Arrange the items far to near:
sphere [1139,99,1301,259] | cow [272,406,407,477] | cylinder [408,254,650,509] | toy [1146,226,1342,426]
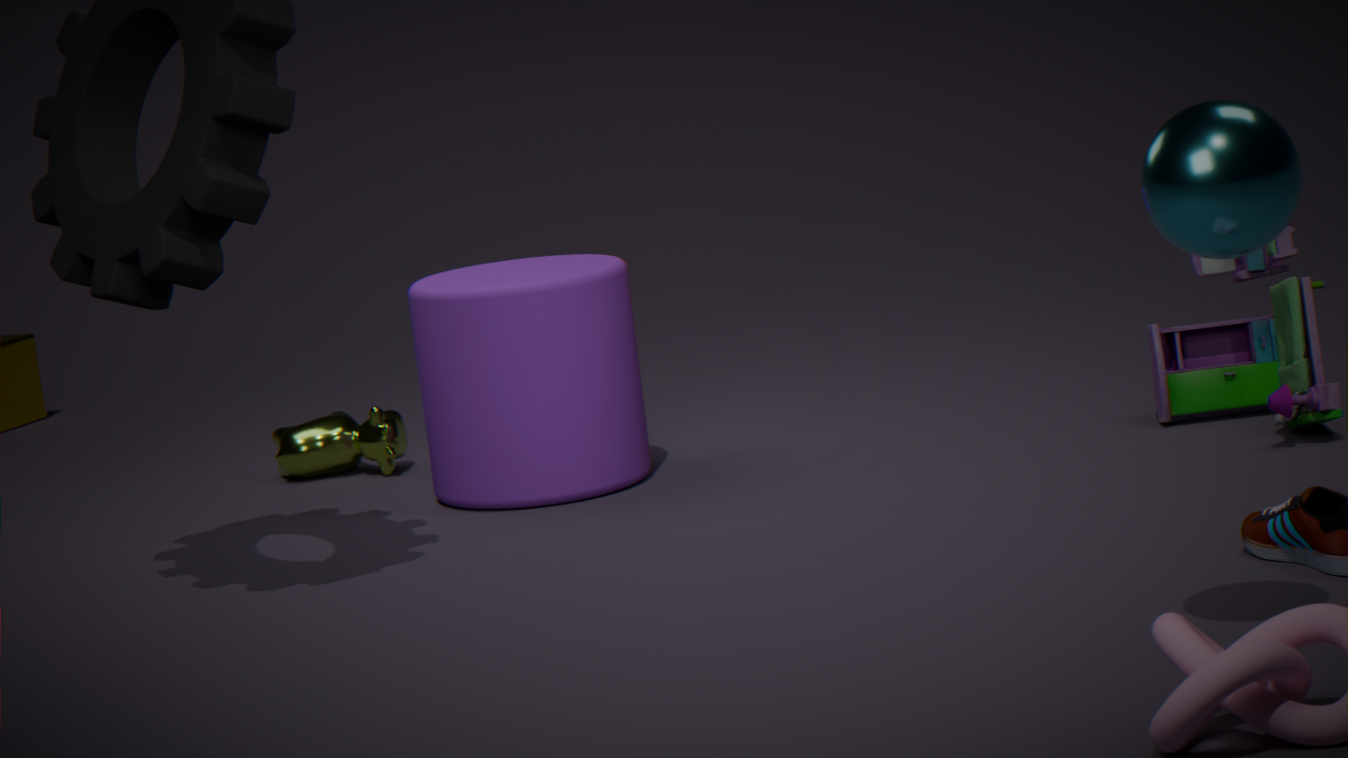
cow [272,406,407,477] → cylinder [408,254,650,509] → toy [1146,226,1342,426] → sphere [1139,99,1301,259]
